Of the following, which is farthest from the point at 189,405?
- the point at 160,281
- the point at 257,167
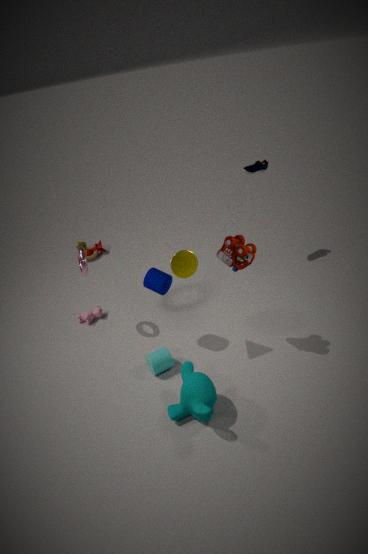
the point at 257,167
